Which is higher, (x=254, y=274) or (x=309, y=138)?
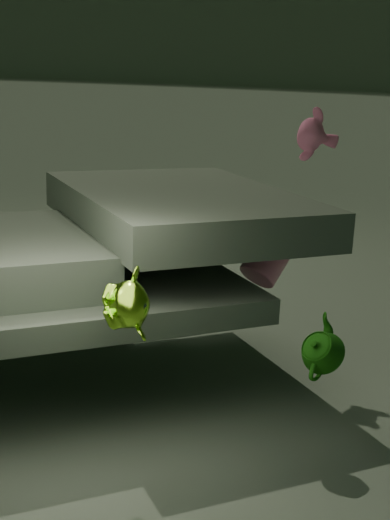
(x=309, y=138)
